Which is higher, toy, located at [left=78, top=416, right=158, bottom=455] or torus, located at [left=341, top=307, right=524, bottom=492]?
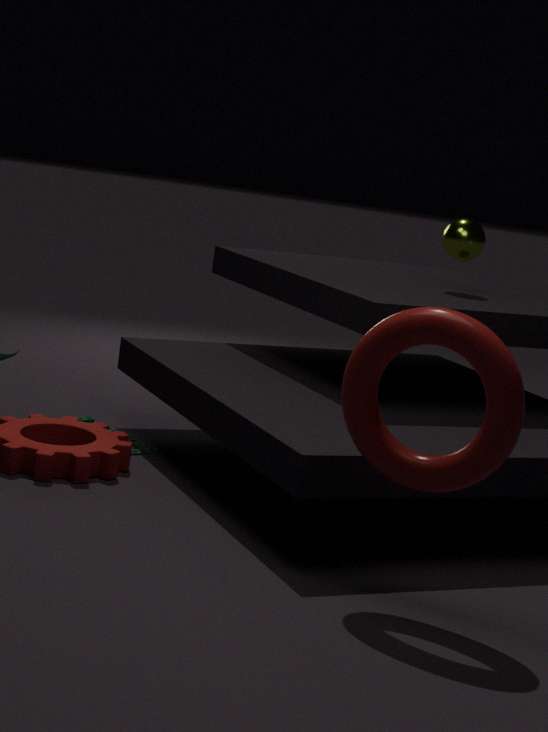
torus, located at [left=341, top=307, right=524, bottom=492]
